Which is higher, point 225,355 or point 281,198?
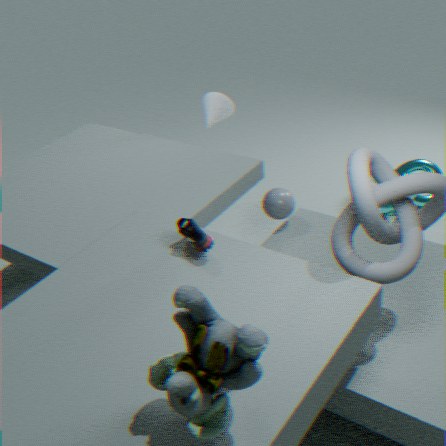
point 225,355
